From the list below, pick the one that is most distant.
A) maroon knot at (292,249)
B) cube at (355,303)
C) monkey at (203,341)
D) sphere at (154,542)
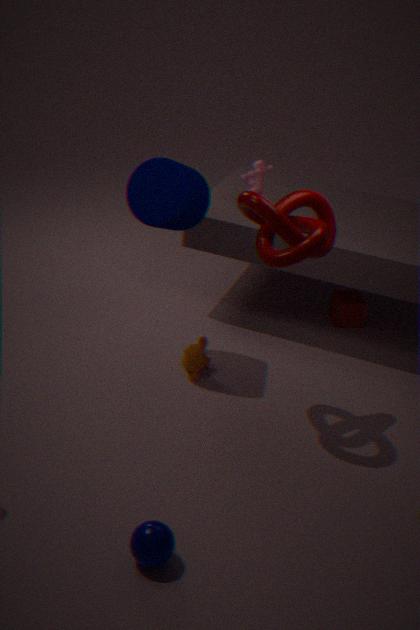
B. cube at (355,303)
